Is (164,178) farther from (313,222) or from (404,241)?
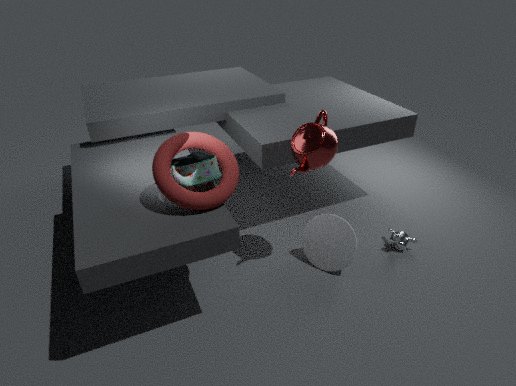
(404,241)
